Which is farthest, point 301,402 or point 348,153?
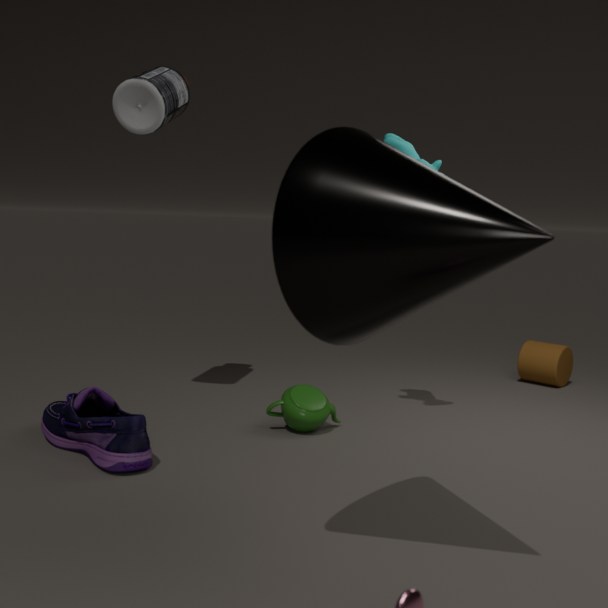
point 301,402
